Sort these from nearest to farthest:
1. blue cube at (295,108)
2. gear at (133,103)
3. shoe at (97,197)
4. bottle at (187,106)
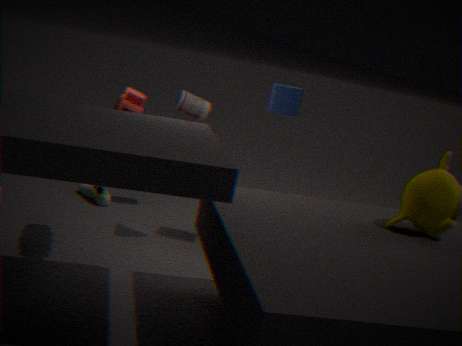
gear at (133,103) < blue cube at (295,108) < bottle at (187,106) < shoe at (97,197)
